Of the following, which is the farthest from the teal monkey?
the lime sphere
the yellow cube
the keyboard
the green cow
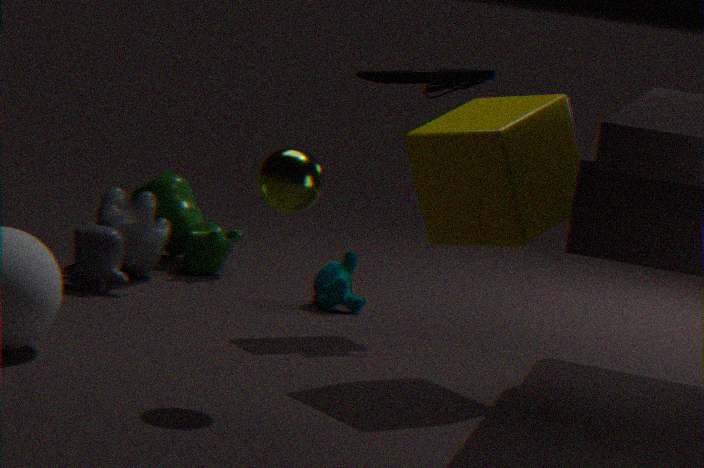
the lime sphere
